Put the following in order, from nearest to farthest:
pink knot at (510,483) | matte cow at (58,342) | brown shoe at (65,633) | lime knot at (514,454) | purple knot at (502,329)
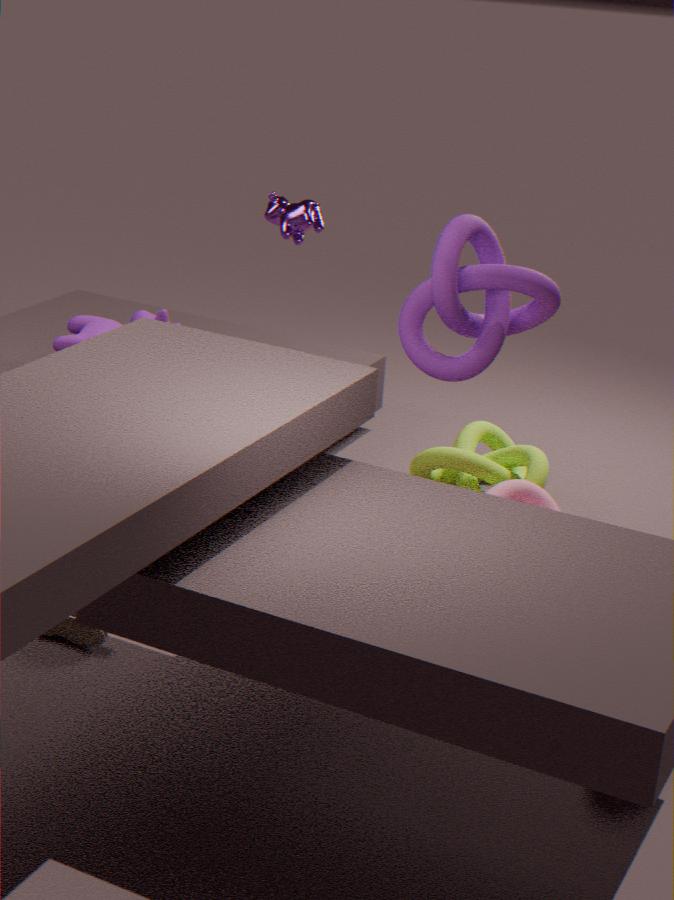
brown shoe at (65,633) → purple knot at (502,329) → pink knot at (510,483) → lime knot at (514,454) → matte cow at (58,342)
